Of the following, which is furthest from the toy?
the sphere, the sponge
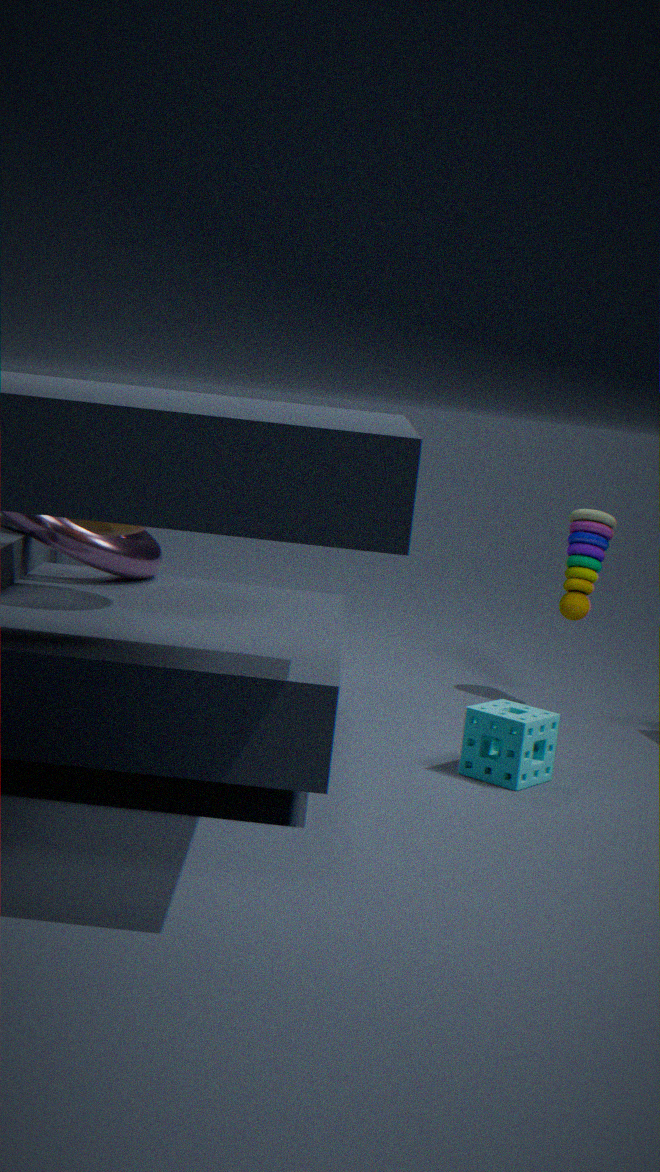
the sphere
